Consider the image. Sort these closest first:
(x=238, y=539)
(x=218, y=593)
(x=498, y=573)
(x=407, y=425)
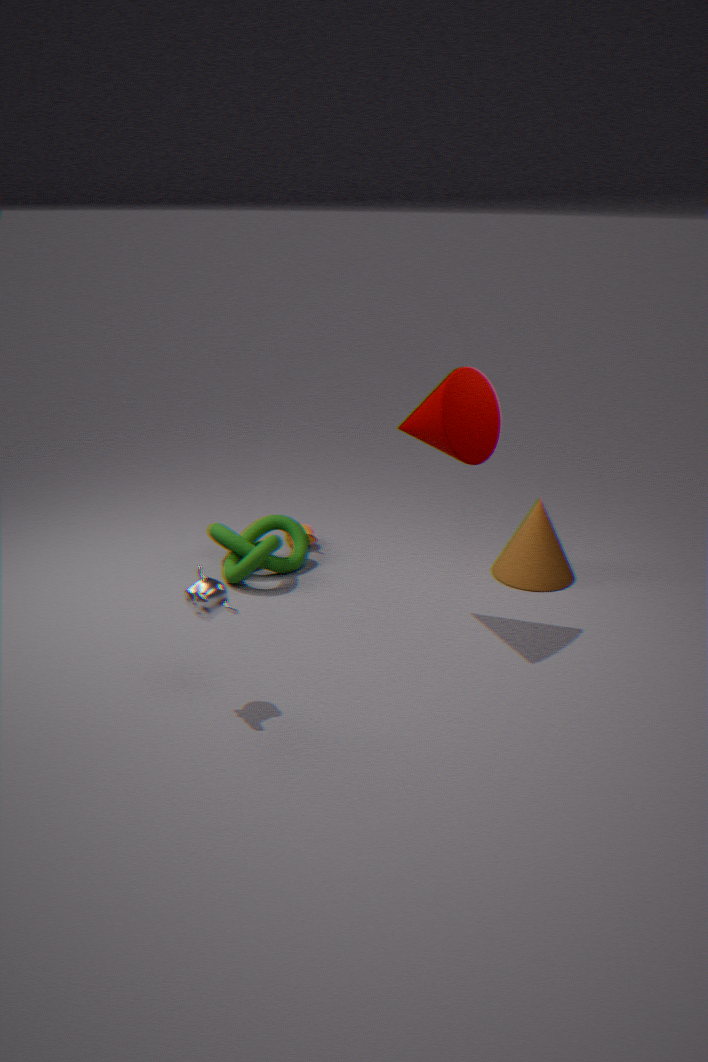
(x=218, y=593)
(x=407, y=425)
(x=238, y=539)
(x=498, y=573)
